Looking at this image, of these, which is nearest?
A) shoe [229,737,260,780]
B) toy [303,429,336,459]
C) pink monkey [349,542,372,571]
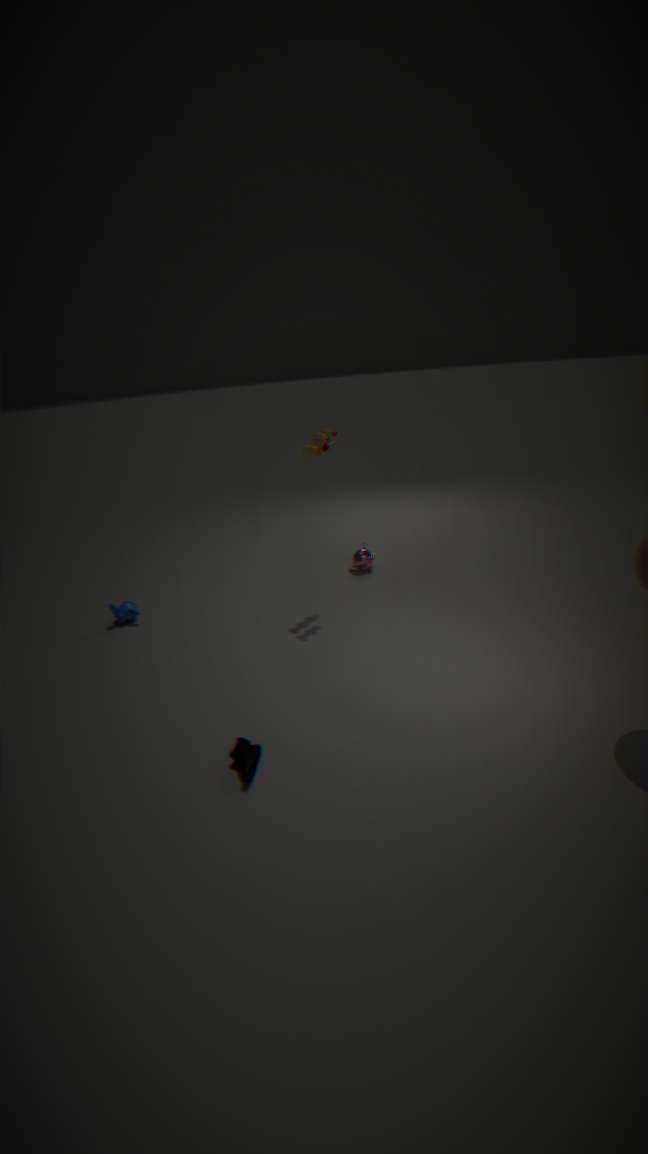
shoe [229,737,260,780]
